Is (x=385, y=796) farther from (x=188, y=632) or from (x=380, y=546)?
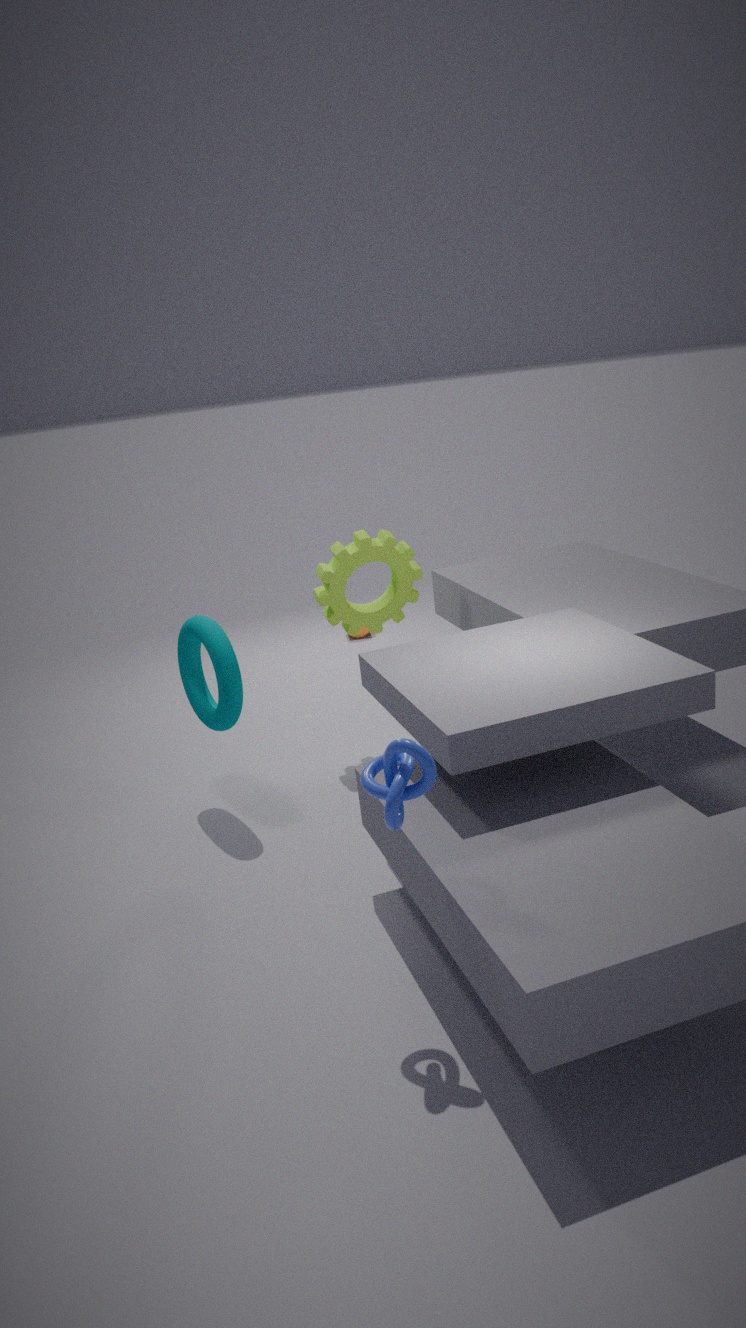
(x=380, y=546)
